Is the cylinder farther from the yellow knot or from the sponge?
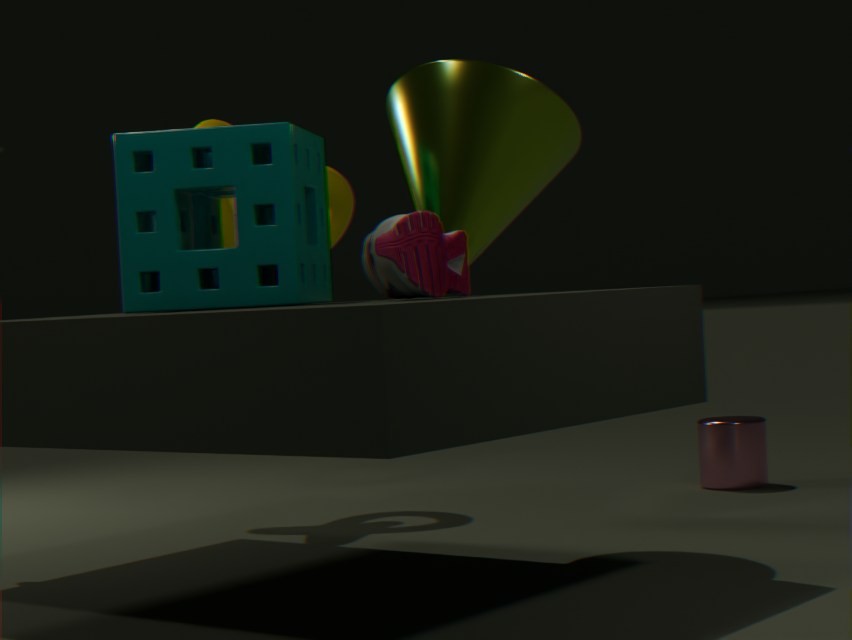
the sponge
